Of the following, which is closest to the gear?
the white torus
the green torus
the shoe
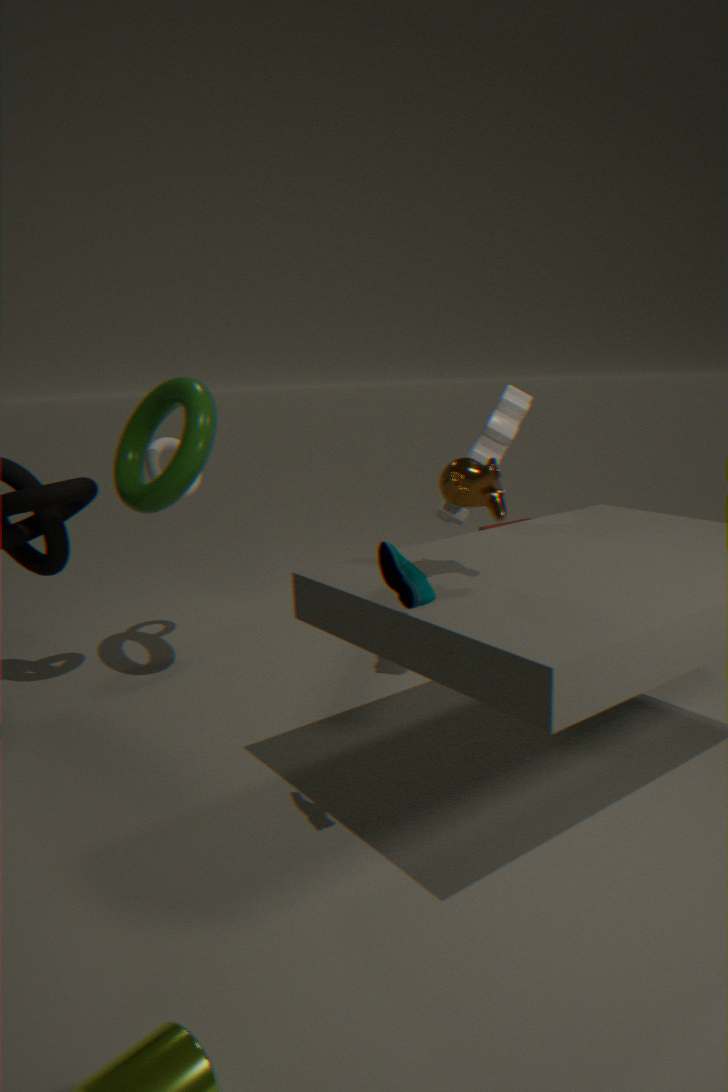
the green torus
